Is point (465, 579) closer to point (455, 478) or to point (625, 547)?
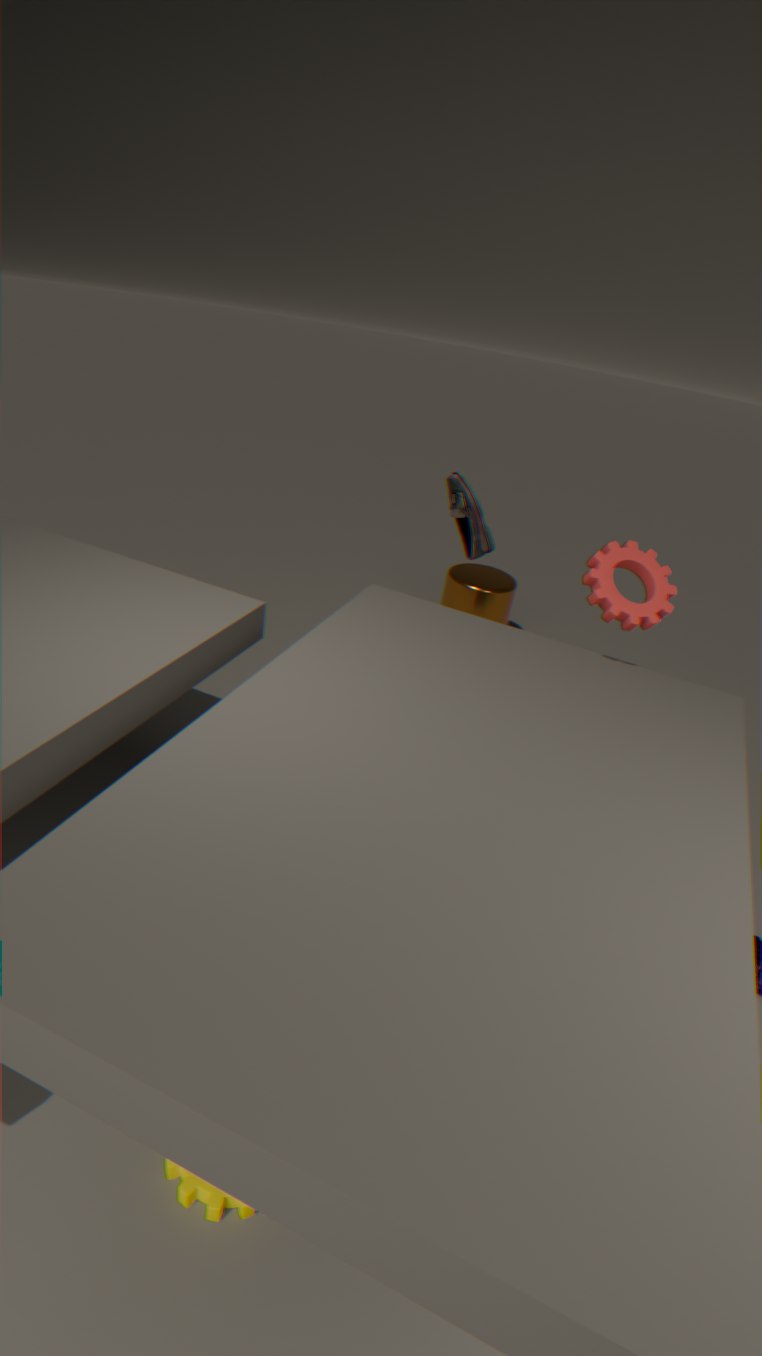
point (455, 478)
